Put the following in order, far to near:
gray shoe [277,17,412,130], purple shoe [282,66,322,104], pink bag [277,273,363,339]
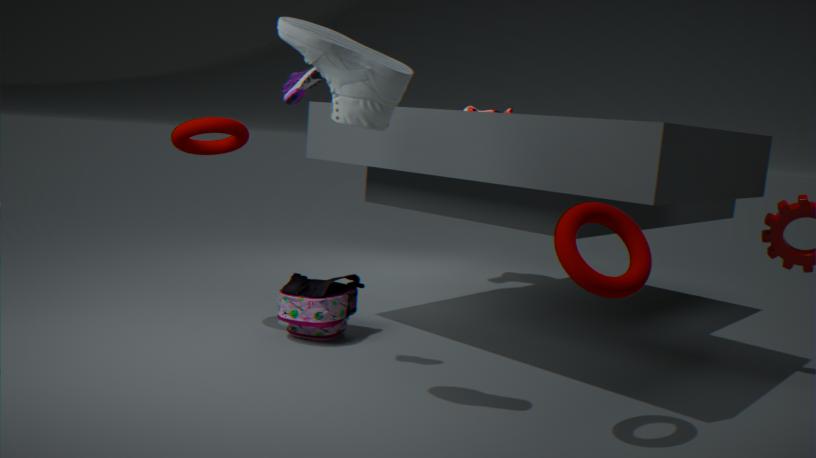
pink bag [277,273,363,339] → purple shoe [282,66,322,104] → gray shoe [277,17,412,130]
